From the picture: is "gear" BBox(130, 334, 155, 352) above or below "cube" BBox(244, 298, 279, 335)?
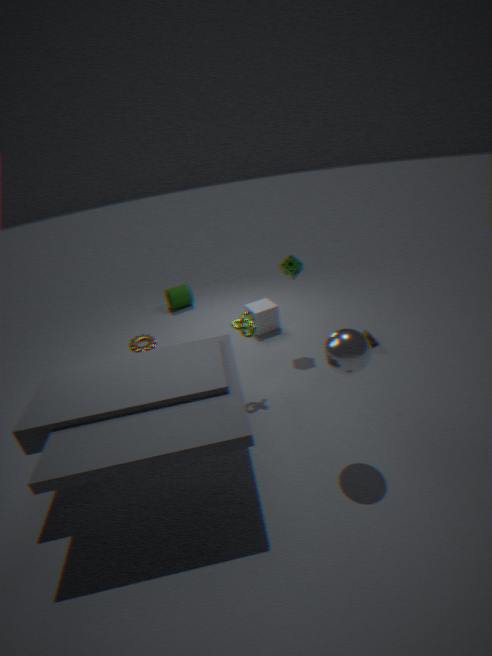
above
